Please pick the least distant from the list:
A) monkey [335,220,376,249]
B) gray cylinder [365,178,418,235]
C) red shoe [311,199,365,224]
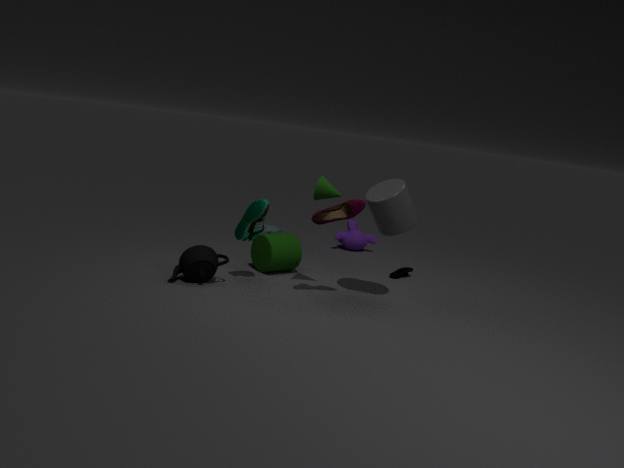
red shoe [311,199,365,224]
